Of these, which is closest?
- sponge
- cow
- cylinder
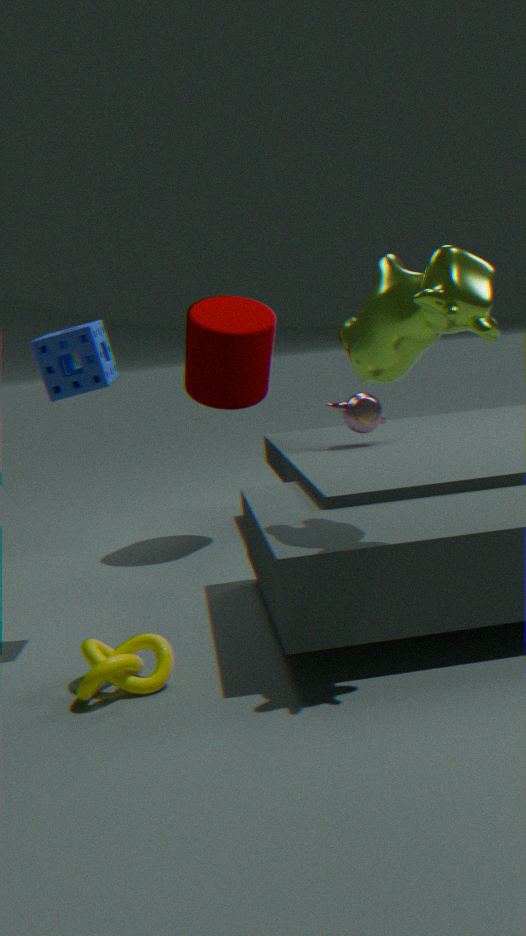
cow
